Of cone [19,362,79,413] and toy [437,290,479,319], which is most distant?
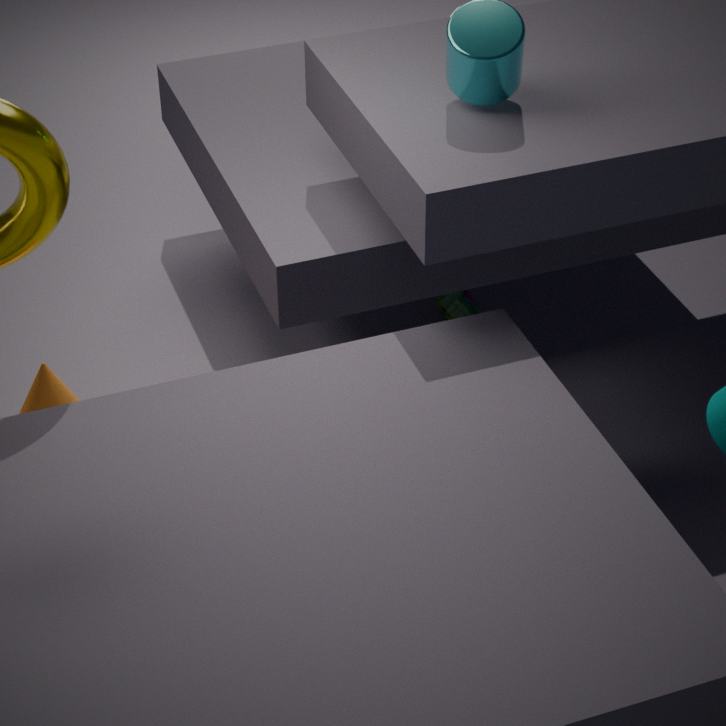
toy [437,290,479,319]
